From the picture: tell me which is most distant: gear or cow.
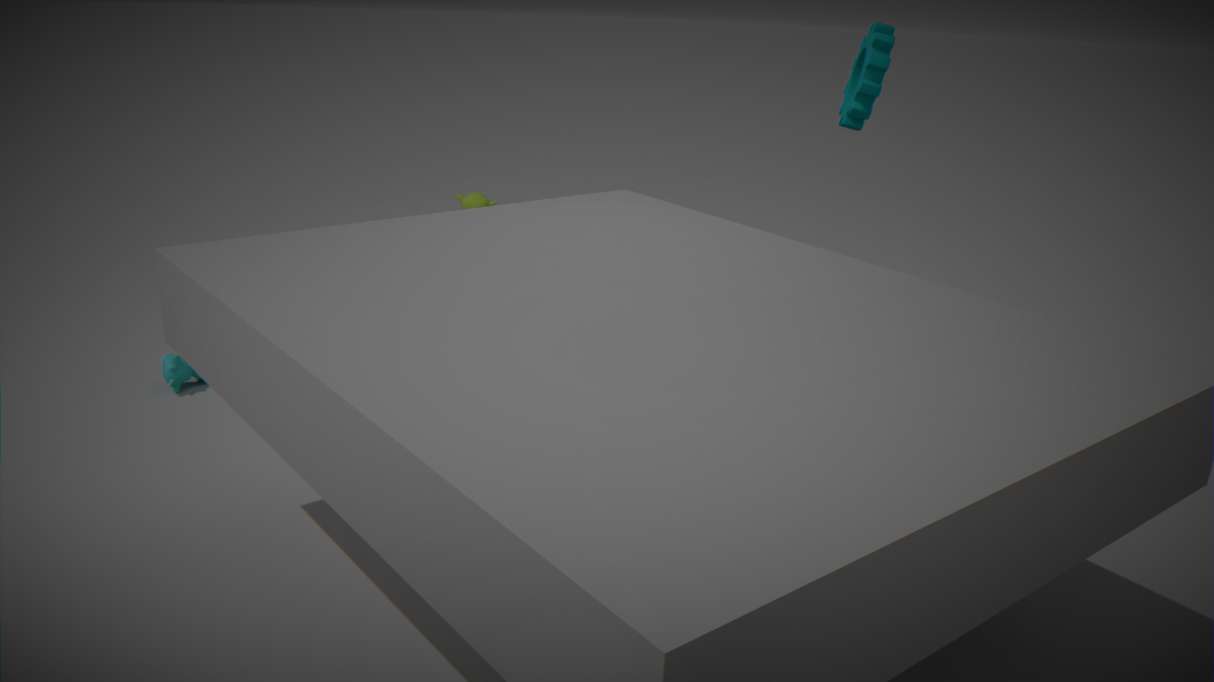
cow
